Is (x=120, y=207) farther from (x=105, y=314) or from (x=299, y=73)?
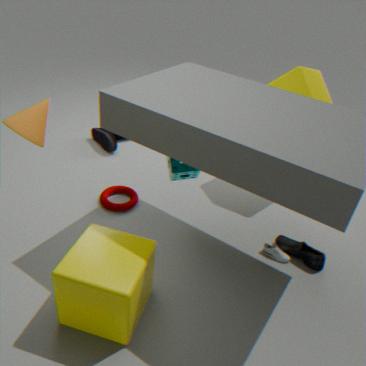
(x=299, y=73)
